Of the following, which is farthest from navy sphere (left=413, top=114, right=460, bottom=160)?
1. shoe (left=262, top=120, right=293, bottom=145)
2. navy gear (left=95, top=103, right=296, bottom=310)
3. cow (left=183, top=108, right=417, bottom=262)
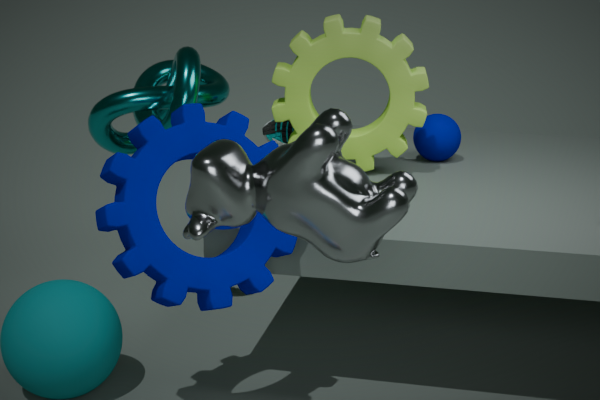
cow (left=183, top=108, right=417, bottom=262)
